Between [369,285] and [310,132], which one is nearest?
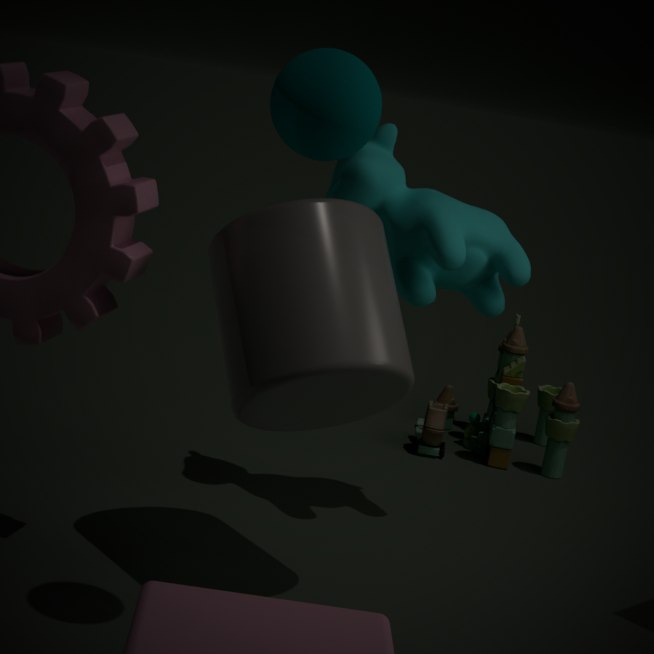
[310,132]
